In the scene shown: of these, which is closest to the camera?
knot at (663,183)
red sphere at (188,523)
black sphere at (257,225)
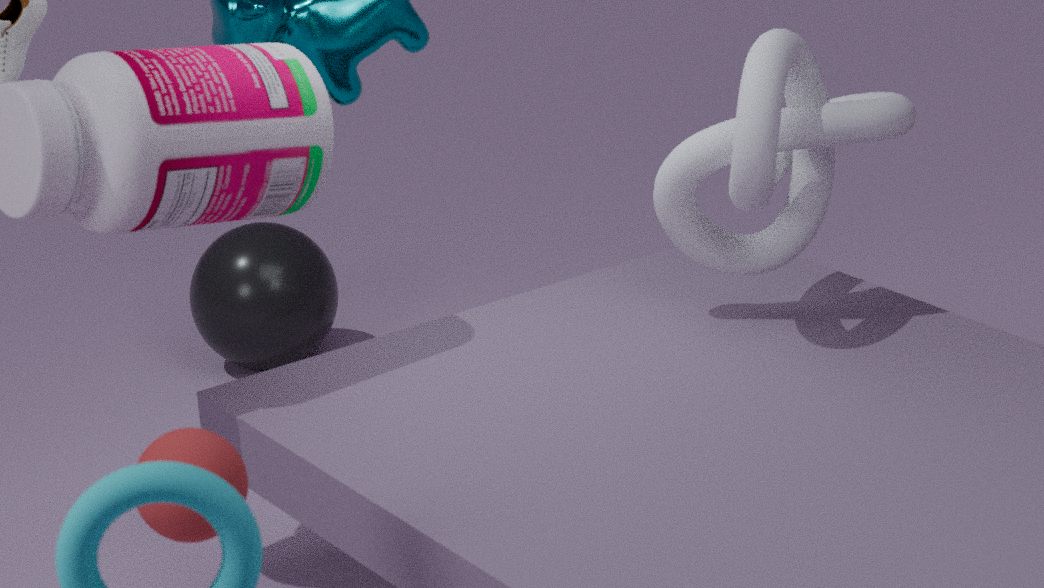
red sphere at (188,523)
